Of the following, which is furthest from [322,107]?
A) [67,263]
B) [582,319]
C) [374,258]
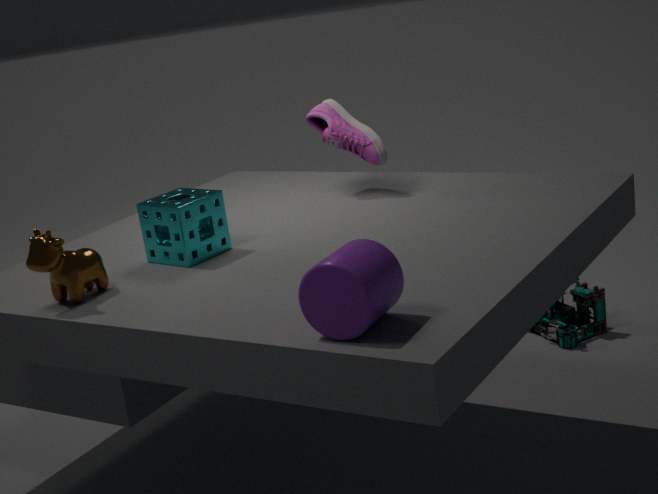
[582,319]
